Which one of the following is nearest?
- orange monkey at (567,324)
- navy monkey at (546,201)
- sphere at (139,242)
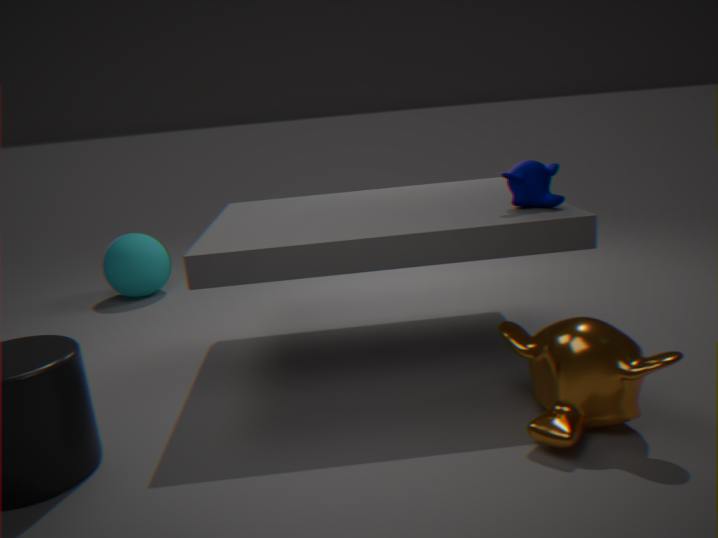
orange monkey at (567,324)
